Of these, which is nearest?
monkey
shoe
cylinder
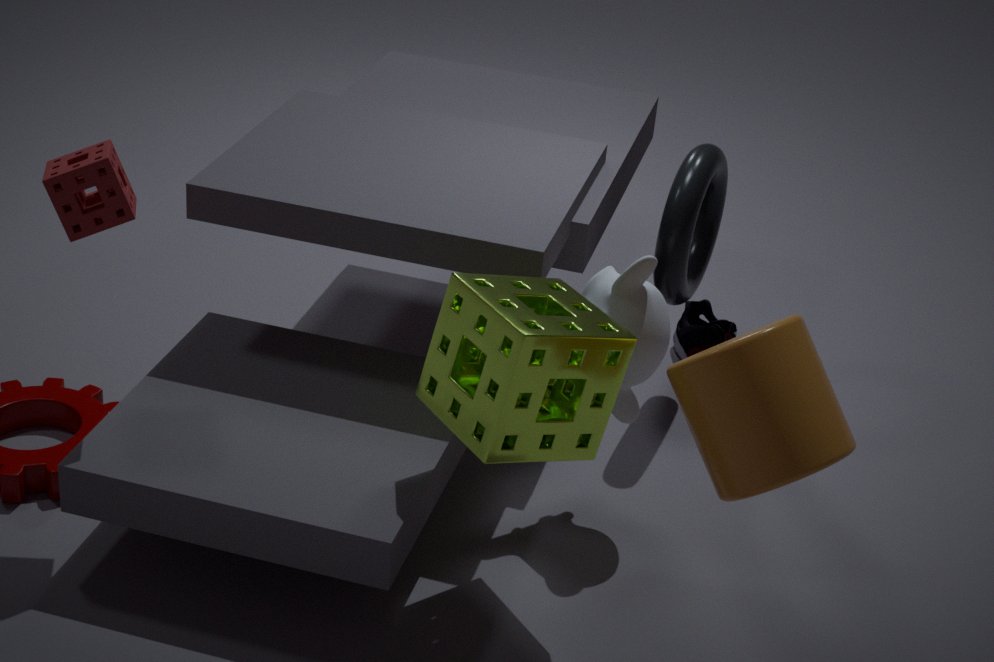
cylinder
